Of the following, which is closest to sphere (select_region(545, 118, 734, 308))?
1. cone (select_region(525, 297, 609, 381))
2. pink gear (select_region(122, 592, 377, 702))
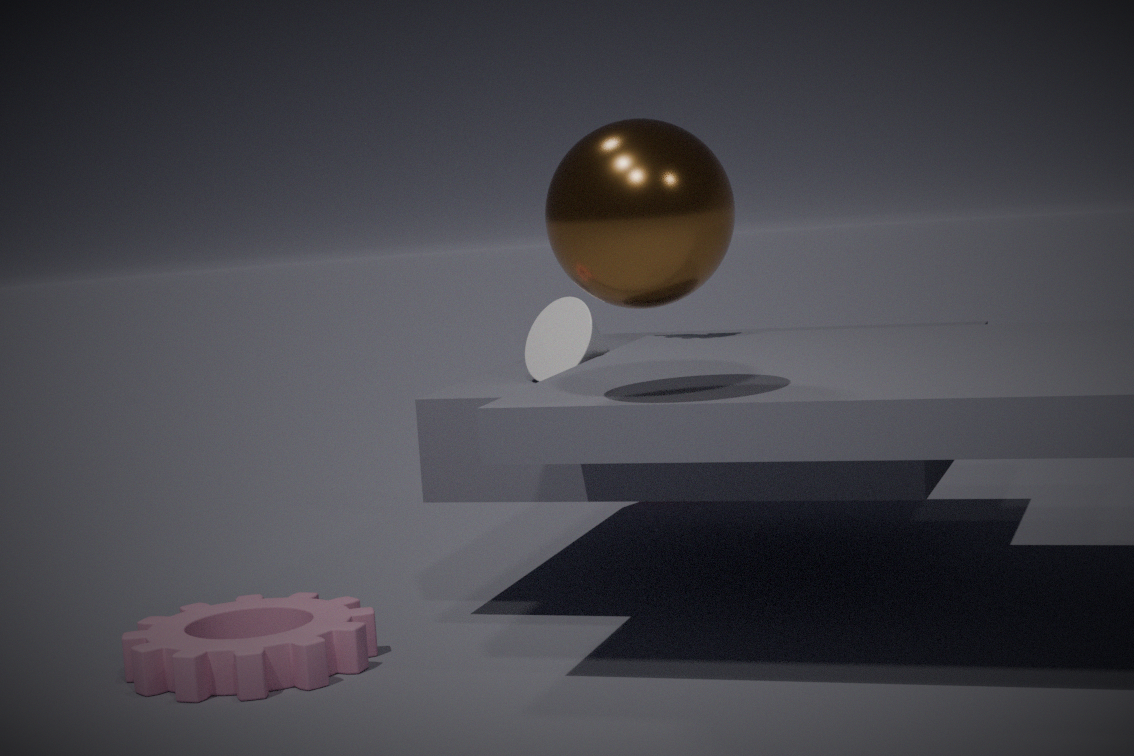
cone (select_region(525, 297, 609, 381))
